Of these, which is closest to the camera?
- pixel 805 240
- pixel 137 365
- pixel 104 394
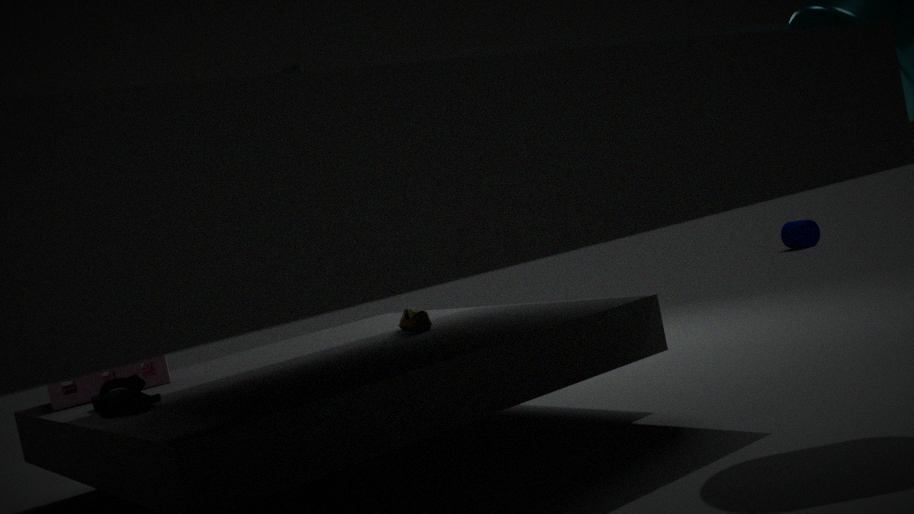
pixel 104 394
